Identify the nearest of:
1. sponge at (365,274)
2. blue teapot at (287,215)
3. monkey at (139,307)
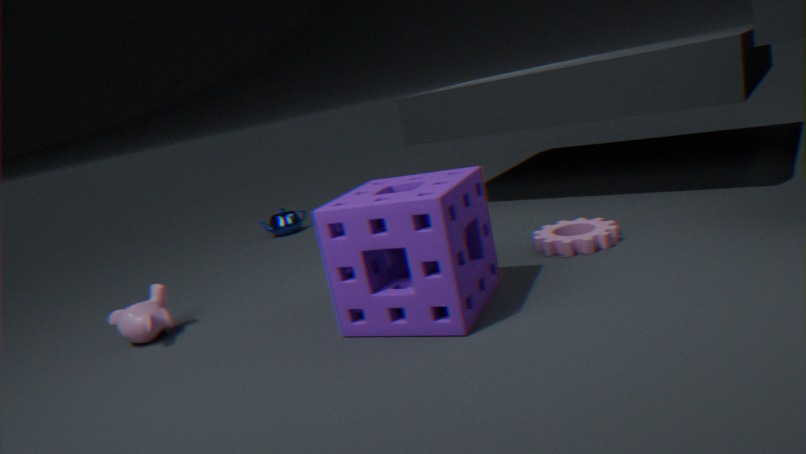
sponge at (365,274)
